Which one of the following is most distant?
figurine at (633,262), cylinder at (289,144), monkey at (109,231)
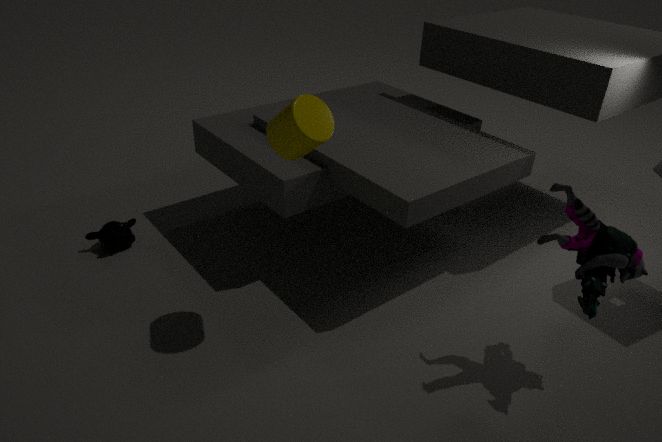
monkey at (109,231)
